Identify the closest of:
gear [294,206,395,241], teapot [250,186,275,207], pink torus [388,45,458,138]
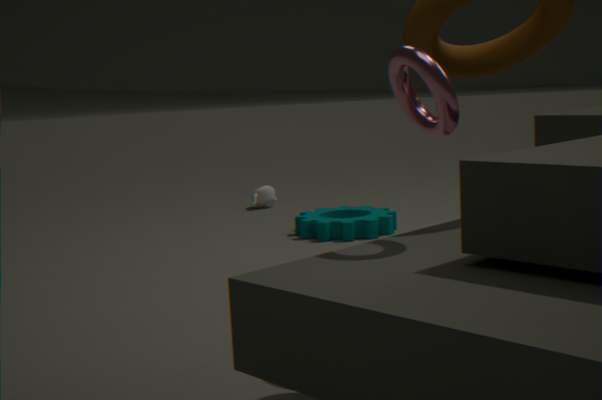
pink torus [388,45,458,138]
